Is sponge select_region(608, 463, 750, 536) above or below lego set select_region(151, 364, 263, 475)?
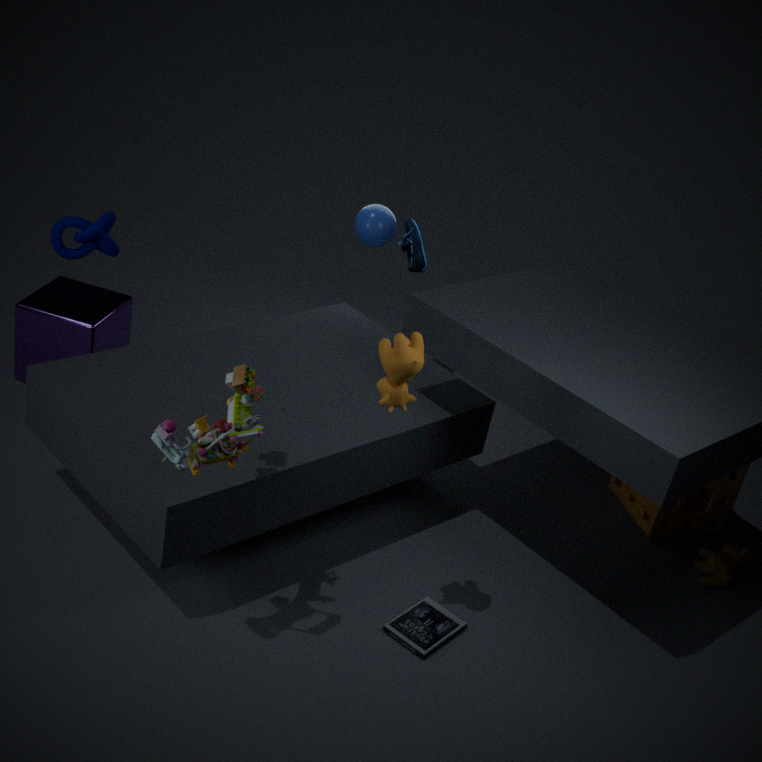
below
